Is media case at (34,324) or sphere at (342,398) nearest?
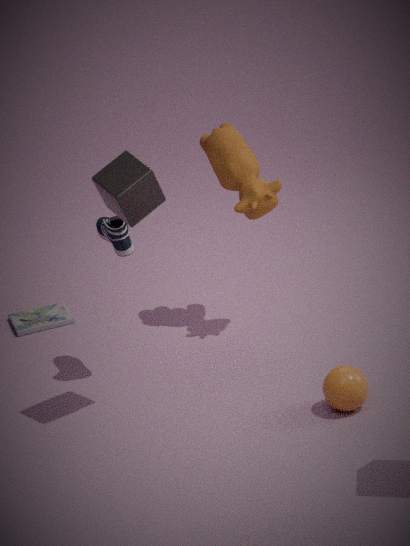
sphere at (342,398)
